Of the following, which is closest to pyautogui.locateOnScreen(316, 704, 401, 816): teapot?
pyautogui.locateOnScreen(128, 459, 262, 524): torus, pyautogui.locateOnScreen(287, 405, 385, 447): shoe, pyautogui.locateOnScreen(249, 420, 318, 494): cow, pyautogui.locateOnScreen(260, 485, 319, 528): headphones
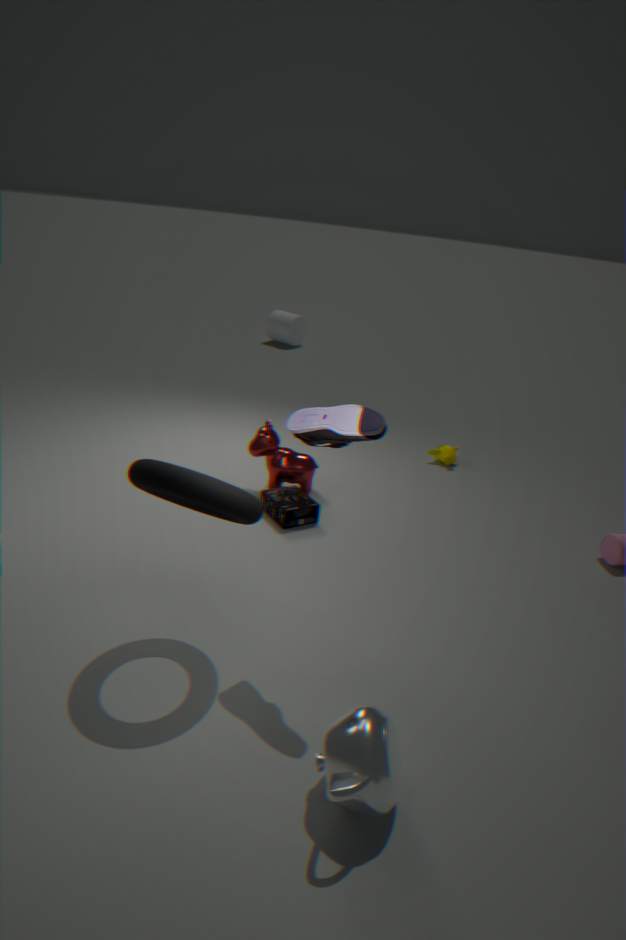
pyautogui.locateOnScreen(128, 459, 262, 524): torus
